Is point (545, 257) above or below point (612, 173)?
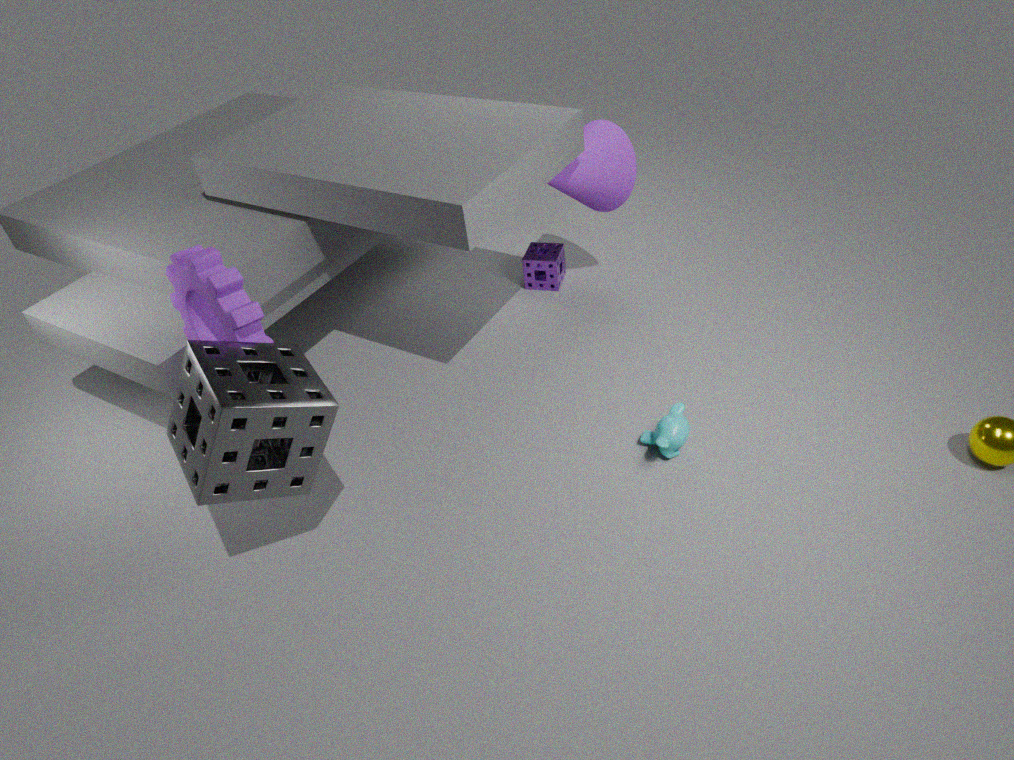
below
